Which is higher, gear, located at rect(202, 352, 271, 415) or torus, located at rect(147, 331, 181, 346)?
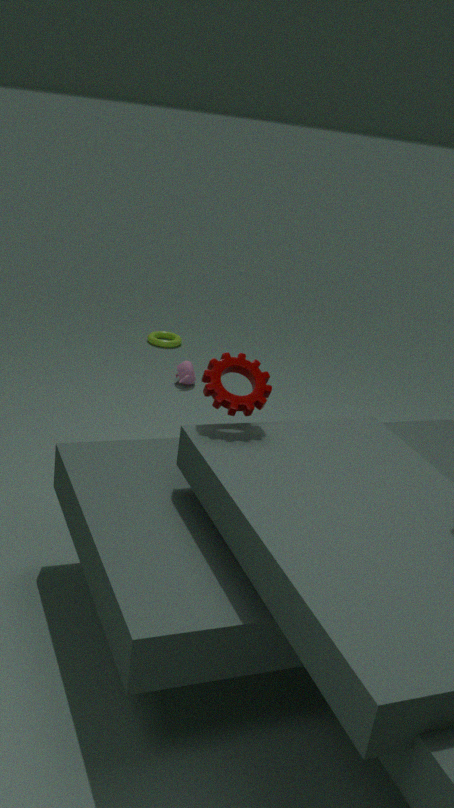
gear, located at rect(202, 352, 271, 415)
